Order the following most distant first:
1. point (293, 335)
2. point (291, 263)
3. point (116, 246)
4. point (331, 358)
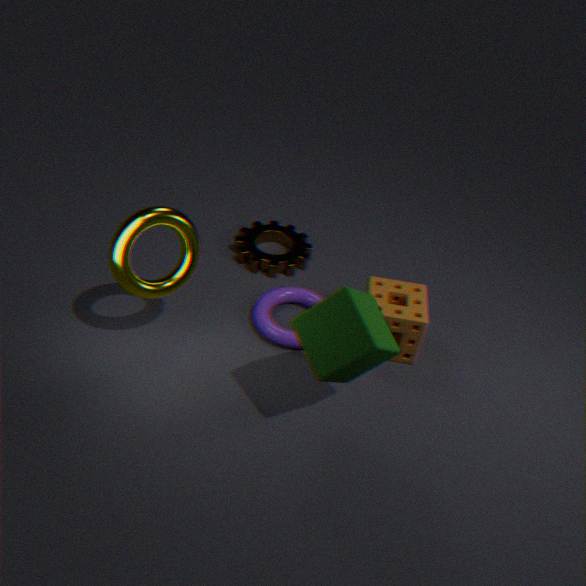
point (291, 263) → point (293, 335) → point (116, 246) → point (331, 358)
